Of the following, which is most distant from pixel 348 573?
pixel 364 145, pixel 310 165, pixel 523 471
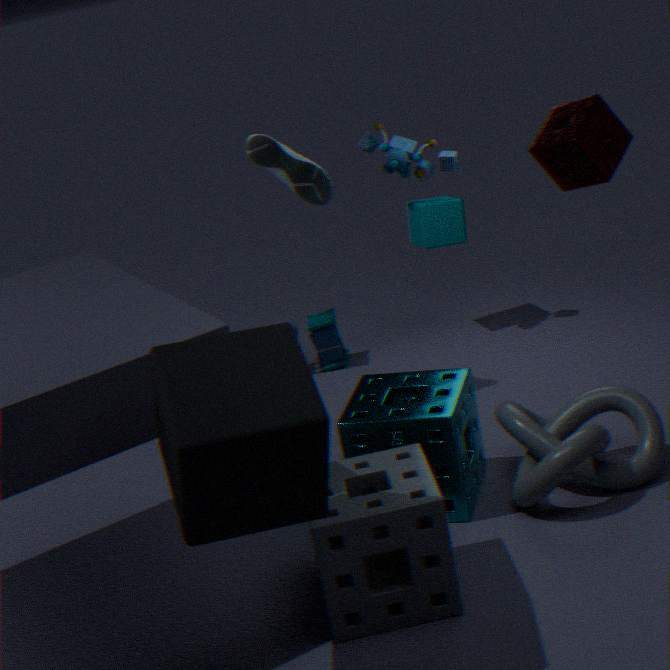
pixel 364 145
